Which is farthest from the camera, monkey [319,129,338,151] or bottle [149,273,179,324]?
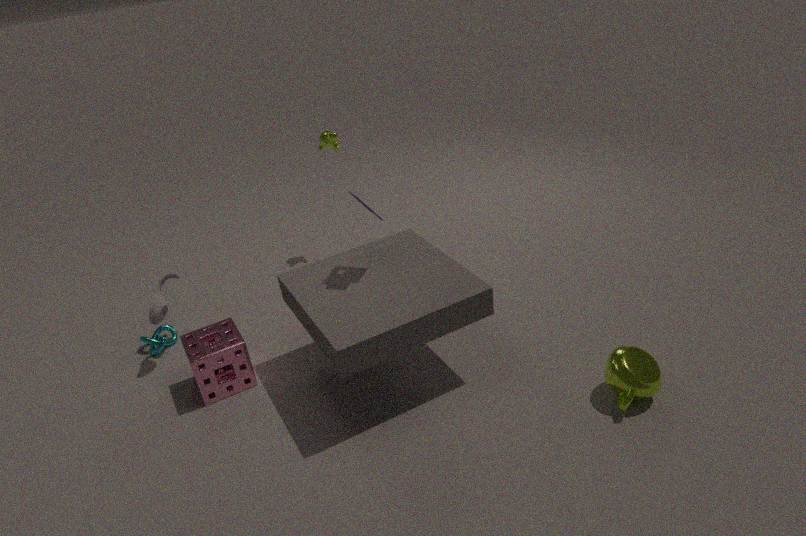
monkey [319,129,338,151]
